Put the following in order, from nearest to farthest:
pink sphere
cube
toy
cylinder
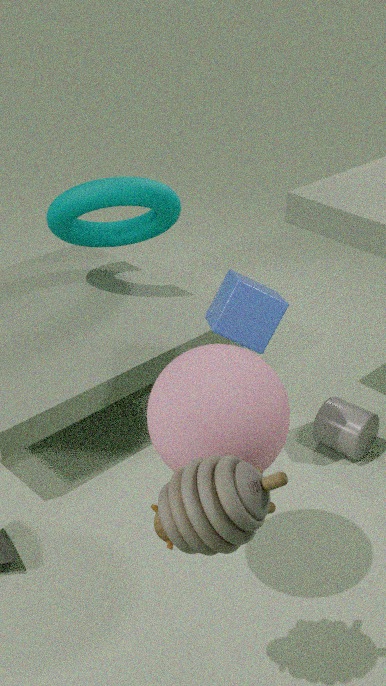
toy, pink sphere, cube, cylinder
